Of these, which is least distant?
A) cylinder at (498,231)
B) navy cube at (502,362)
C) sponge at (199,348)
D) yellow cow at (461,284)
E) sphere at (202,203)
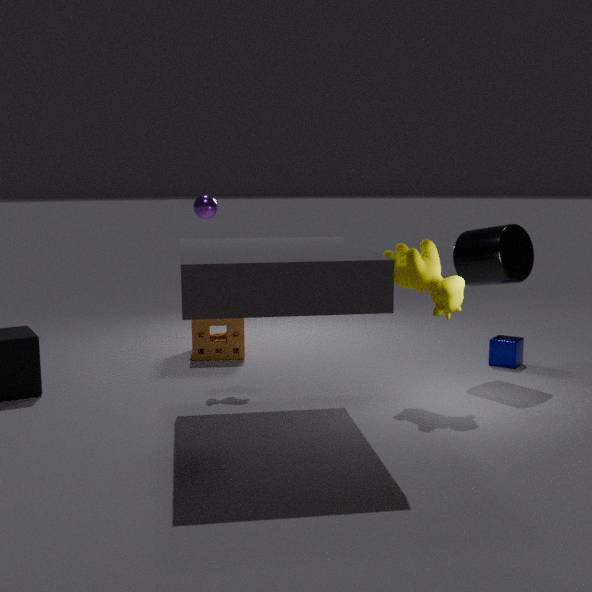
yellow cow at (461,284)
